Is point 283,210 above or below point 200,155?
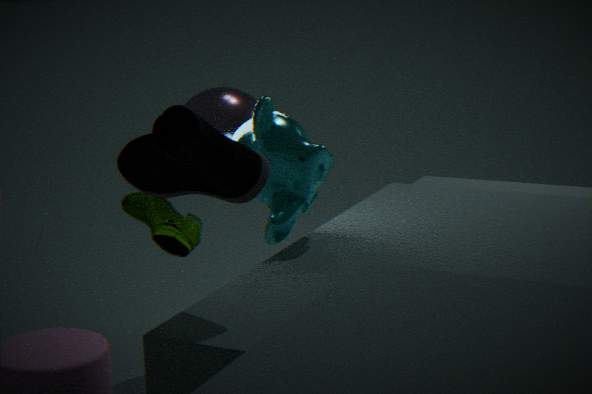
below
